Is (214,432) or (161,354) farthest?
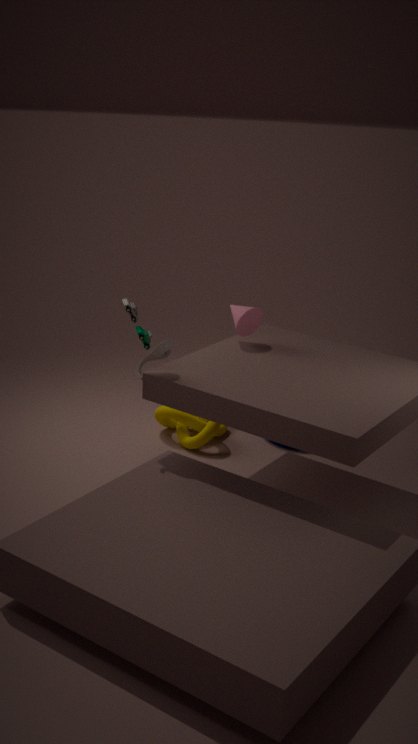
(214,432)
